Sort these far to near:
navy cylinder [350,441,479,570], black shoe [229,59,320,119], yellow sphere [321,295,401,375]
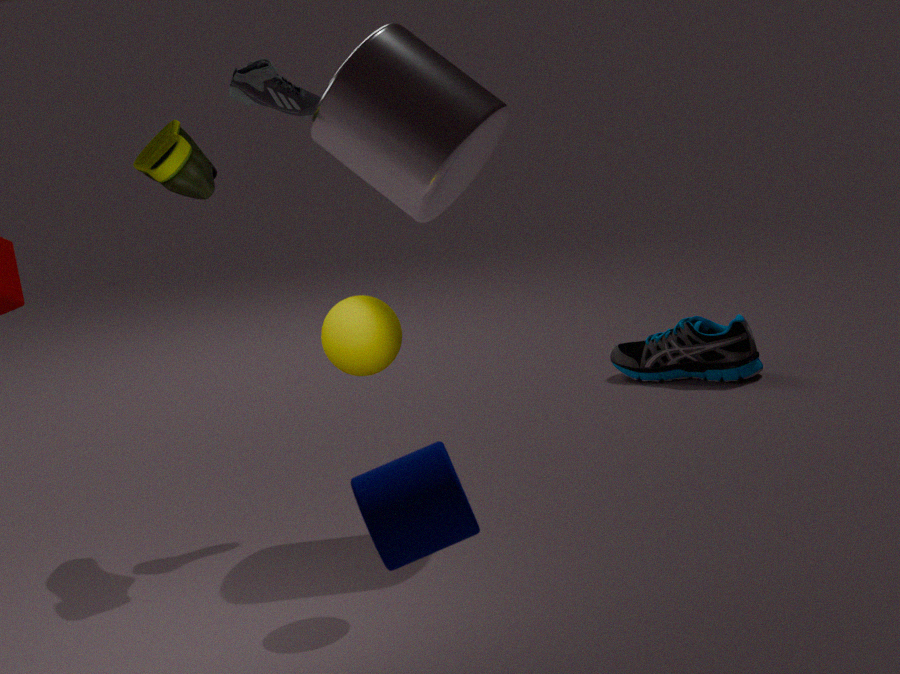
1. black shoe [229,59,320,119]
2. yellow sphere [321,295,401,375]
3. navy cylinder [350,441,479,570]
